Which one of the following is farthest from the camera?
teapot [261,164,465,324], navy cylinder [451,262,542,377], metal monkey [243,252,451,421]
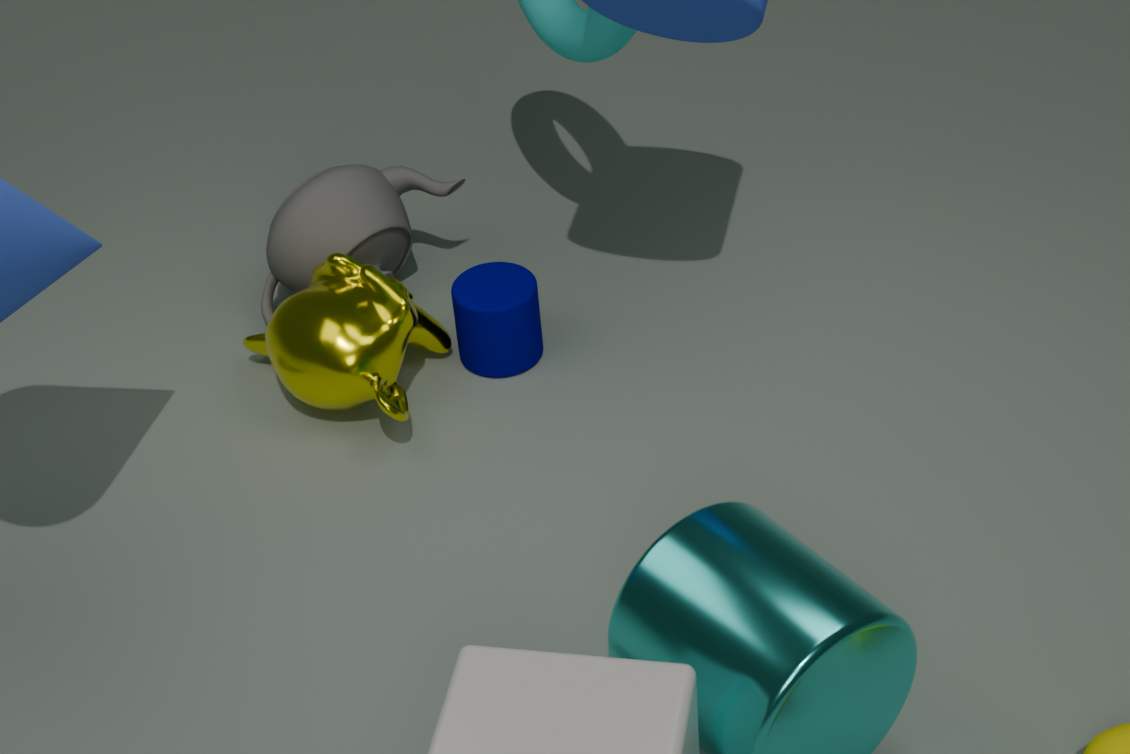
teapot [261,164,465,324]
